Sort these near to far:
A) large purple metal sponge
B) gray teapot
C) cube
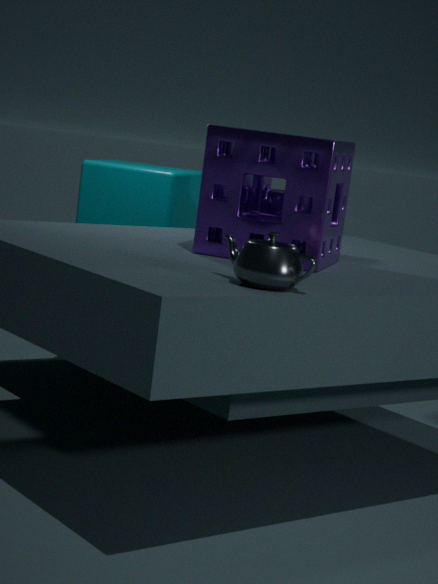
gray teapot
large purple metal sponge
cube
